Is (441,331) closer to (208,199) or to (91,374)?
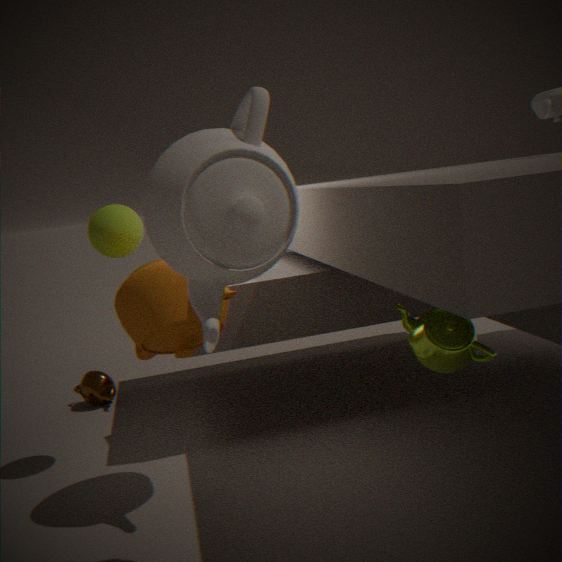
(208,199)
